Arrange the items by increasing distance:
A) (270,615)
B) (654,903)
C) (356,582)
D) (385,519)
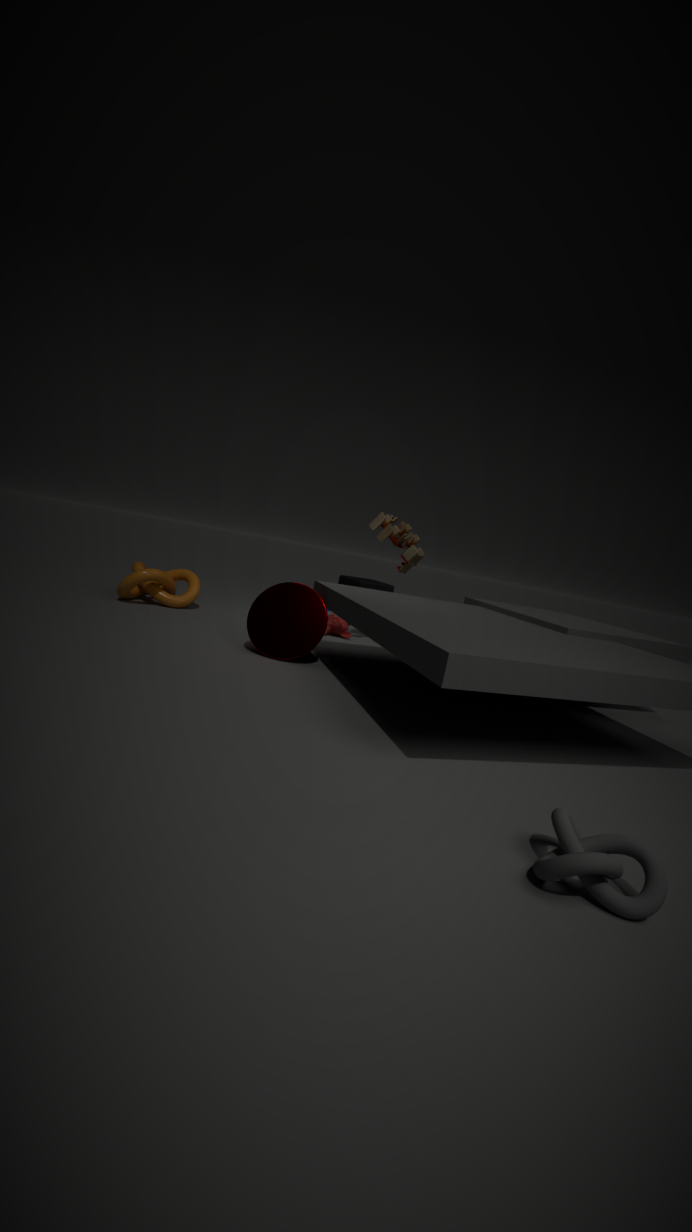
(654,903), (270,615), (385,519), (356,582)
